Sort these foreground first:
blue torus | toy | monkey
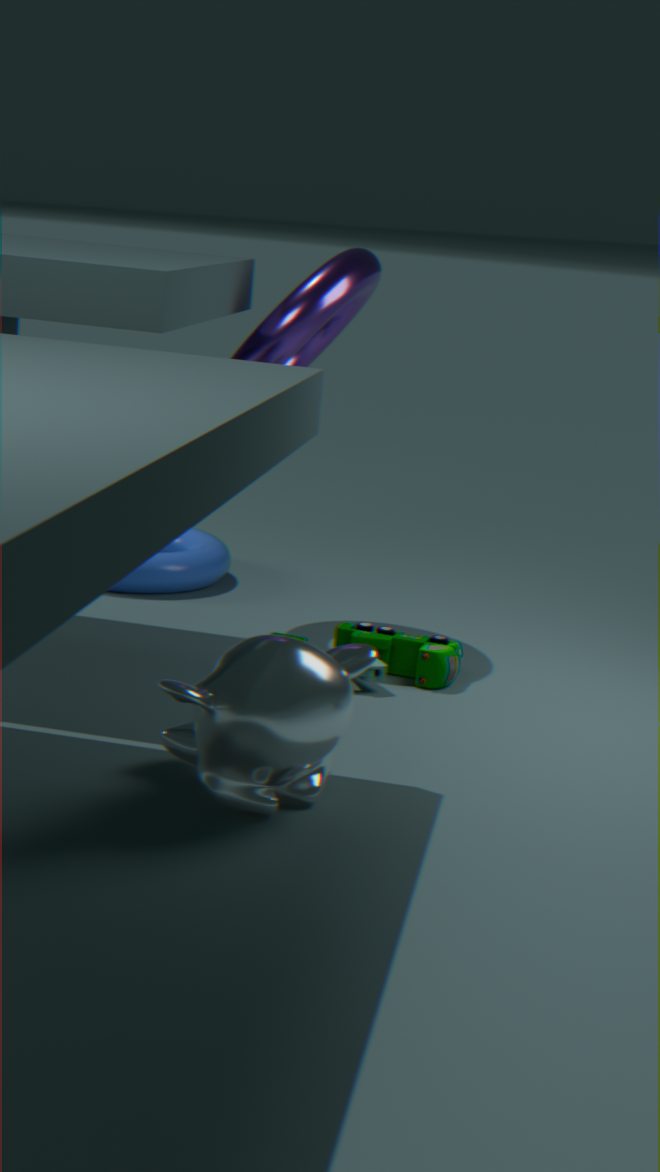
monkey
toy
blue torus
